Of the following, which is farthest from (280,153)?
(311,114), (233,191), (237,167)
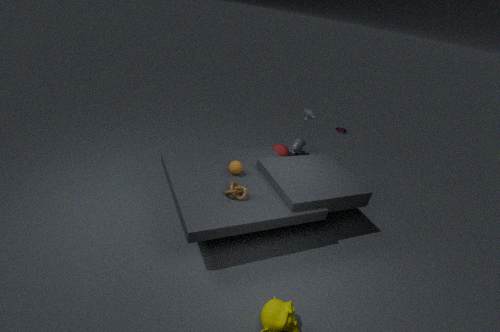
(233,191)
